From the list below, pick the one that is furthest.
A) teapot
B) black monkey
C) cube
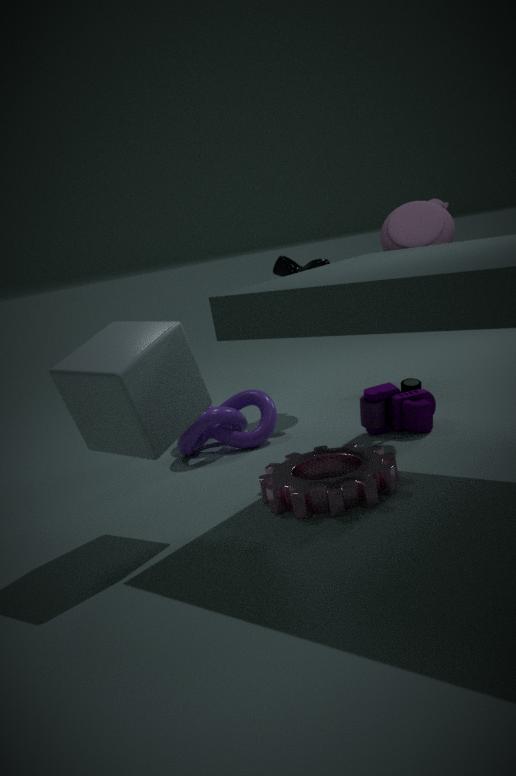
black monkey
